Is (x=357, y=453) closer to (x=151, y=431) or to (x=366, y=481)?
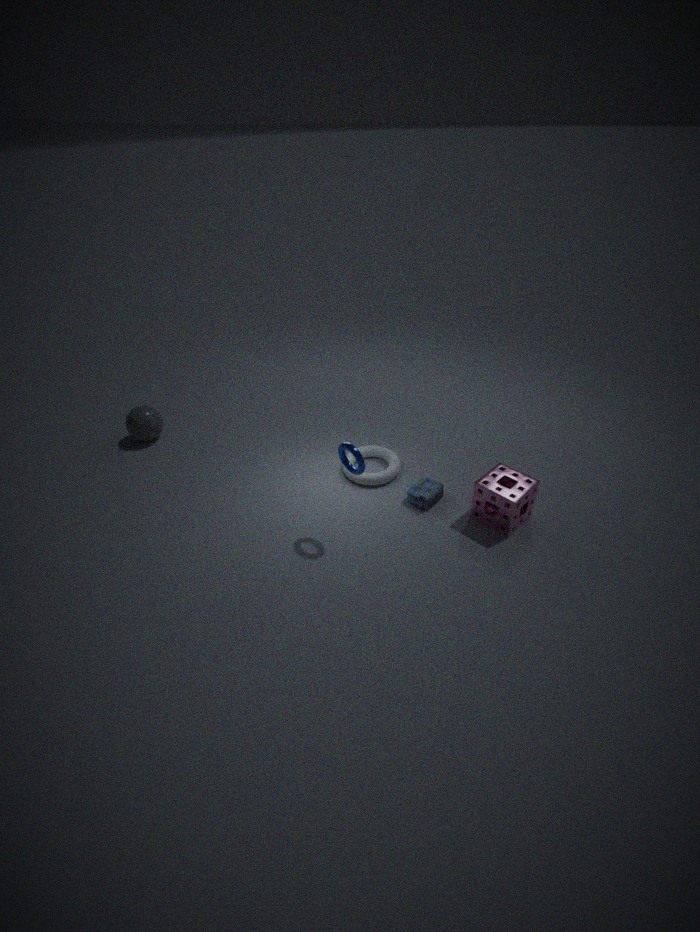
(x=366, y=481)
